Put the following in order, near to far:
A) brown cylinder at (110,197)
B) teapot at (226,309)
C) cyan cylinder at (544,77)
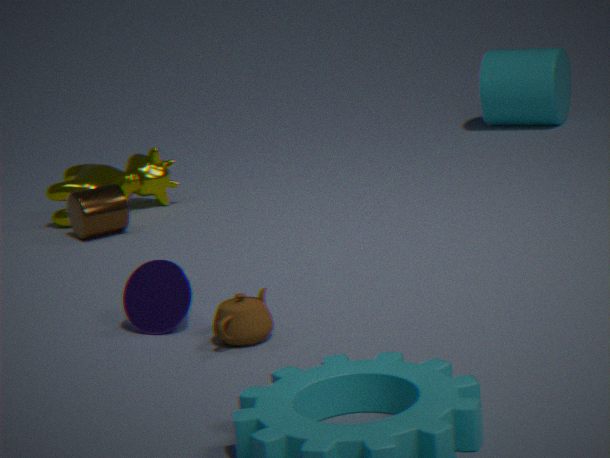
teapot at (226,309) → brown cylinder at (110,197) → cyan cylinder at (544,77)
